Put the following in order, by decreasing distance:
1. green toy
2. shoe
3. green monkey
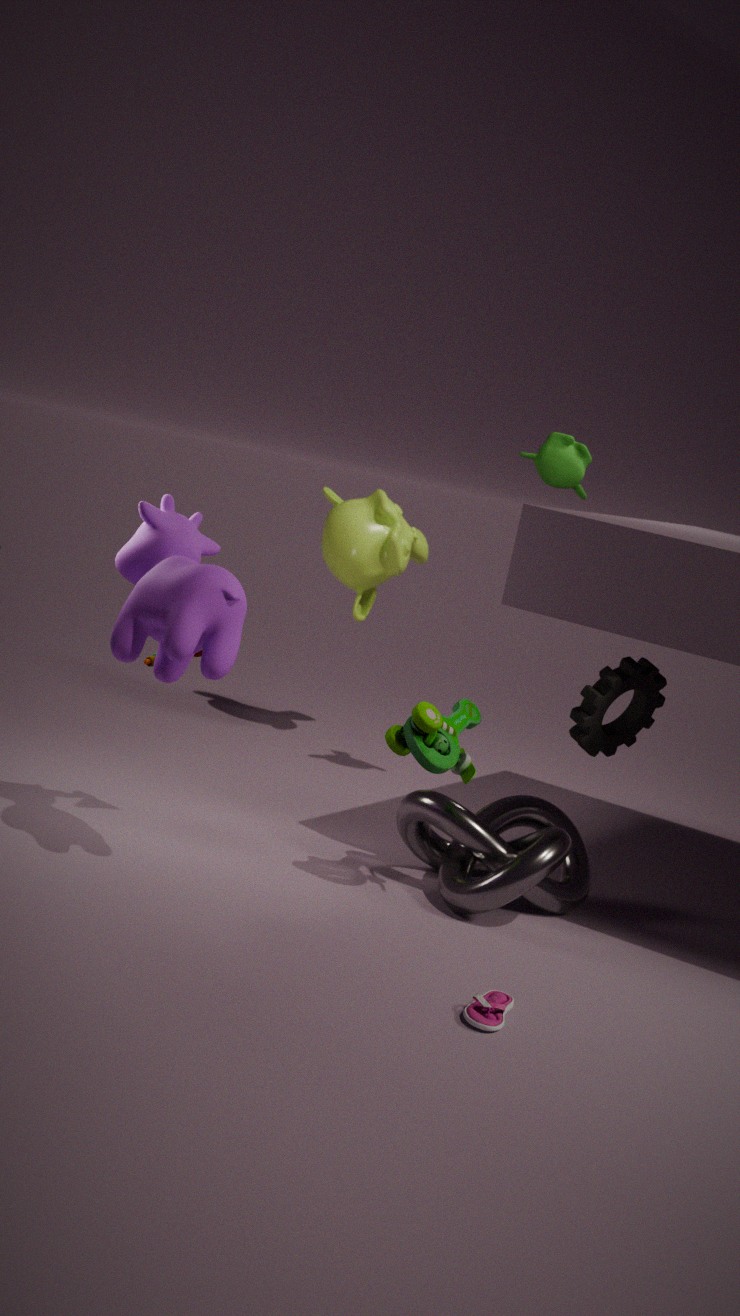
green monkey < green toy < shoe
